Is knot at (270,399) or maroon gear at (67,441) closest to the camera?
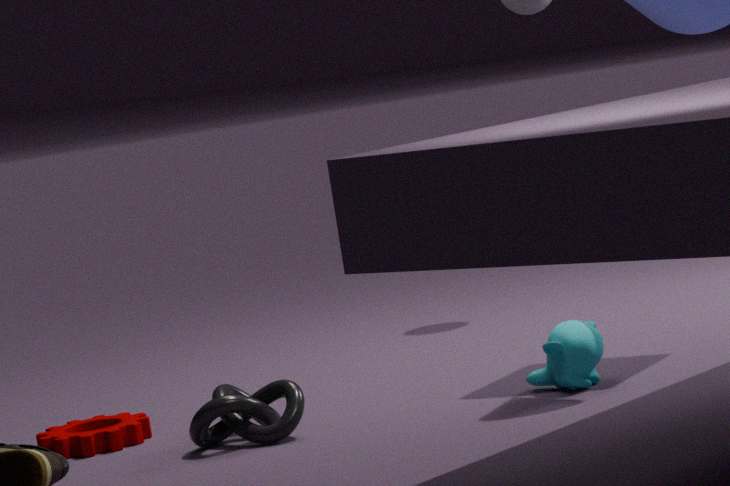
knot at (270,399)
